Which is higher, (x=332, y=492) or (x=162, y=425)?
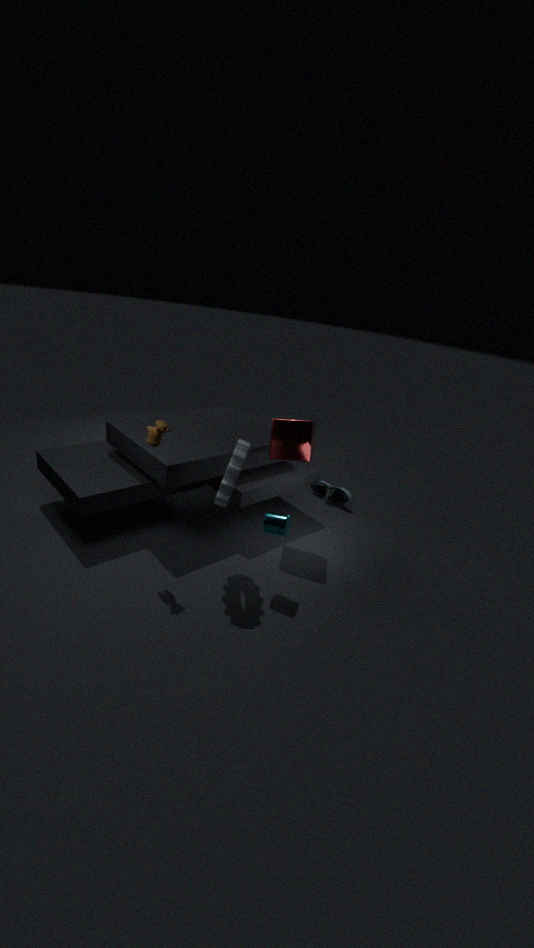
(x=162, y=425)
